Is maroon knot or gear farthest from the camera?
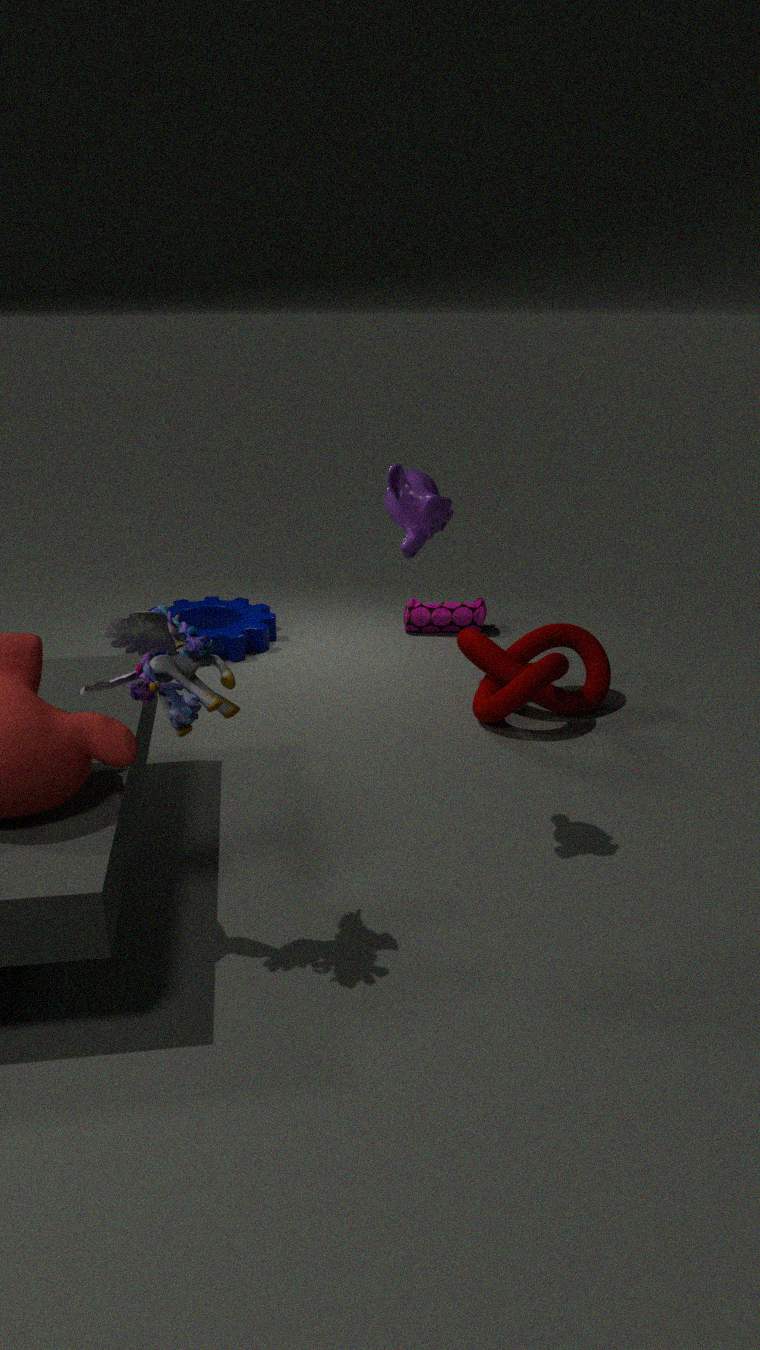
gear
